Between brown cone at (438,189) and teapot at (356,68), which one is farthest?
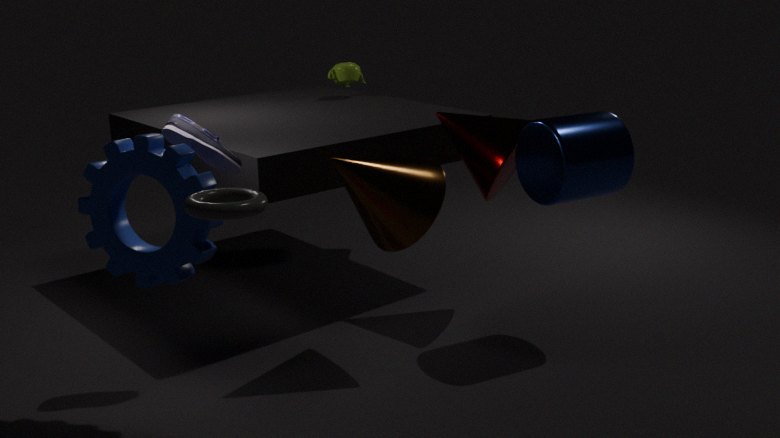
teapot at (356,68)
